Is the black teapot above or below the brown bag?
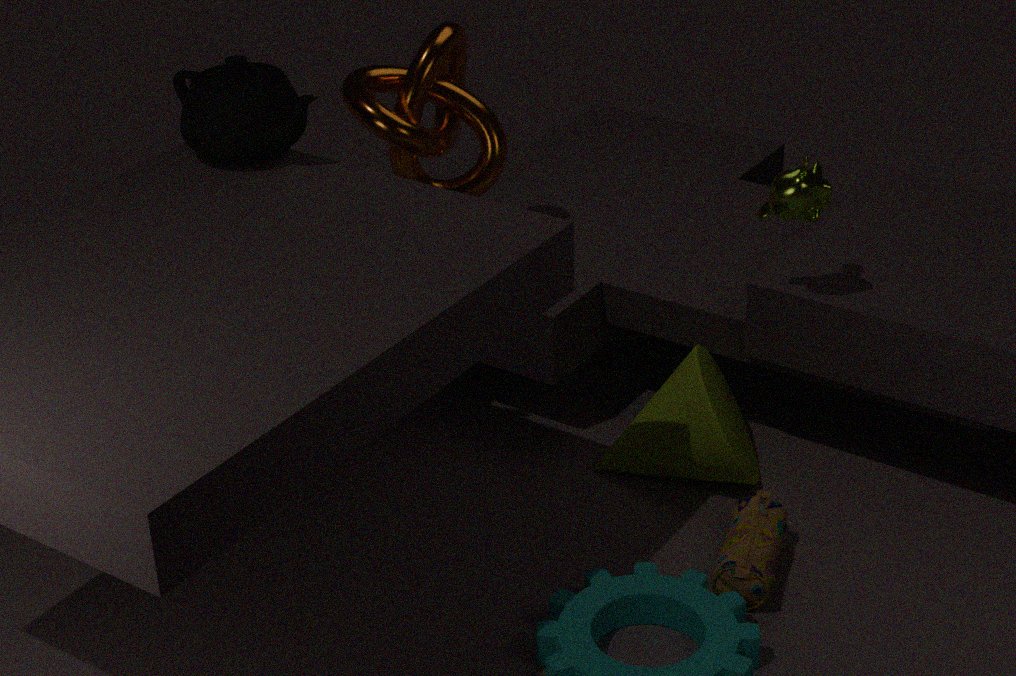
above
